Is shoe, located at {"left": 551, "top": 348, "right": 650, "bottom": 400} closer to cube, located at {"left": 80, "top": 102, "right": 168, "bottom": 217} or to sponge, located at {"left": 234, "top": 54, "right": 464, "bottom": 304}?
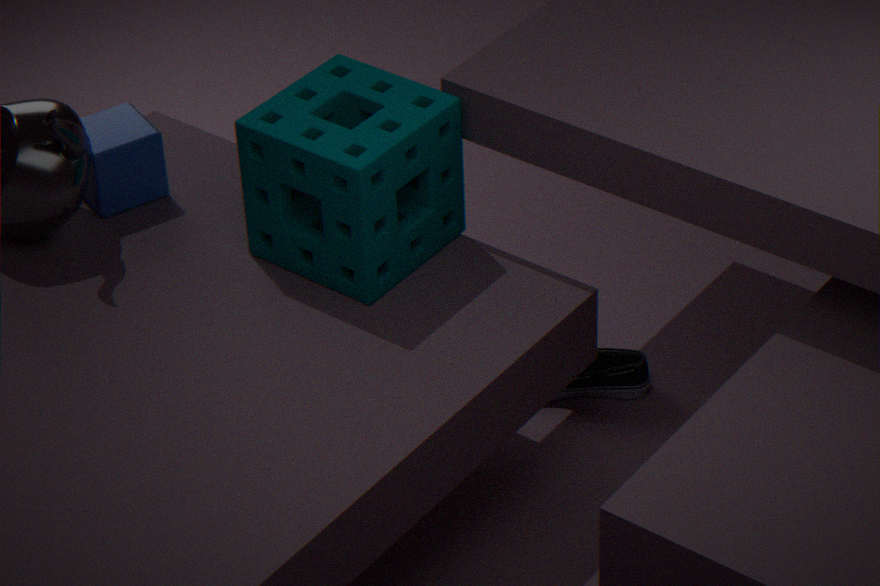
sponge, located at {"left": 234, "top": 54, "right": 464, "bottom": 304}
